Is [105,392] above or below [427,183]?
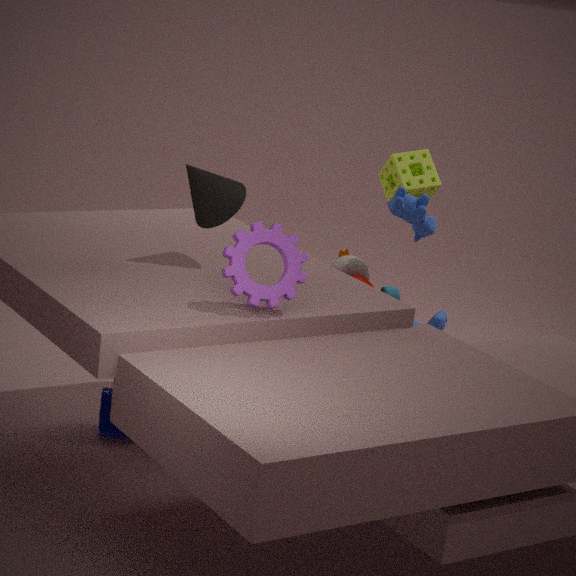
below
